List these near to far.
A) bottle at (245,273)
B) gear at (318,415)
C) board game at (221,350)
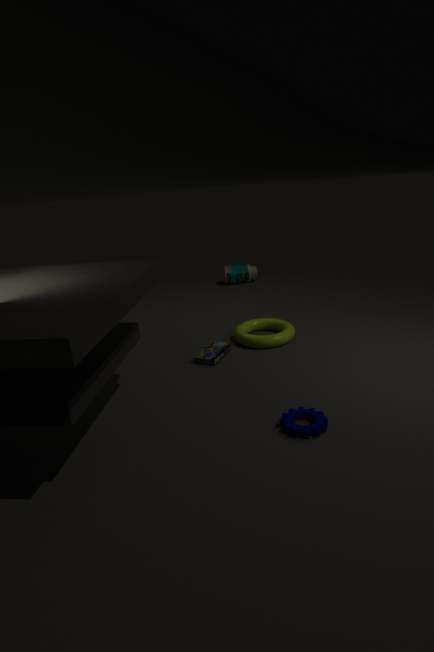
1. gear at (318,415)
2. board game at (221,350)
3. bottle at (245,273)
